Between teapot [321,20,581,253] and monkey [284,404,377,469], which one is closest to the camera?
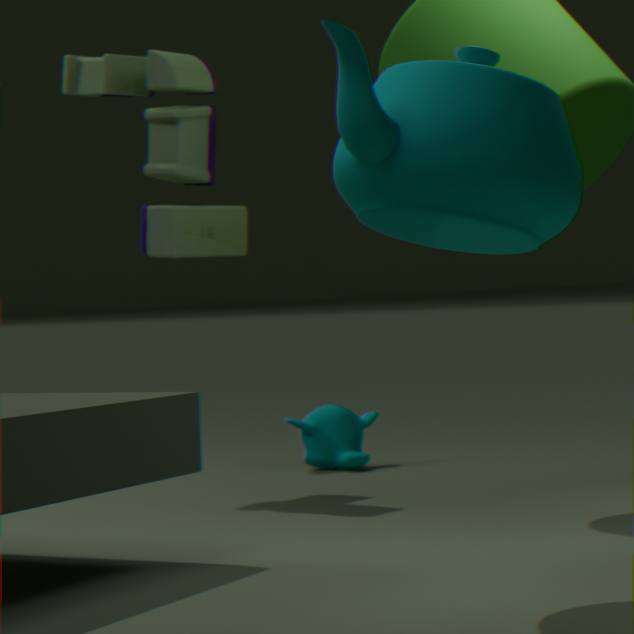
teapot [321,20,581,253]
